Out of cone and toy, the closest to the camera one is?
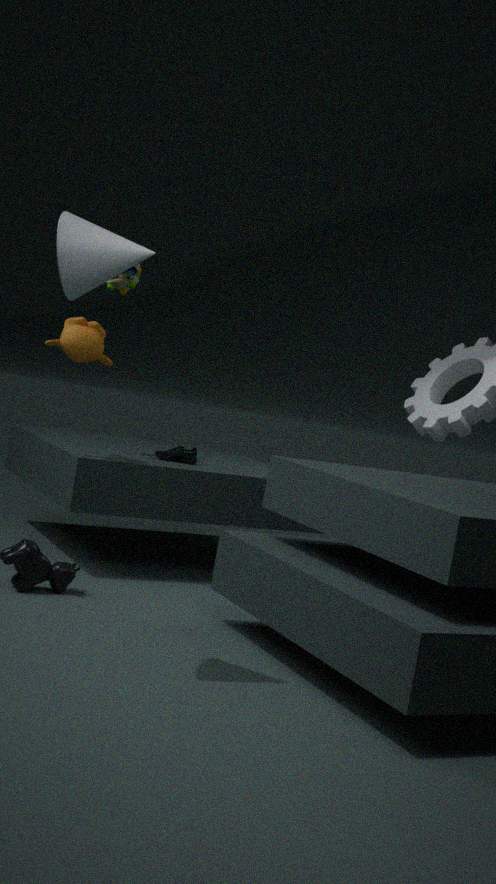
cone
